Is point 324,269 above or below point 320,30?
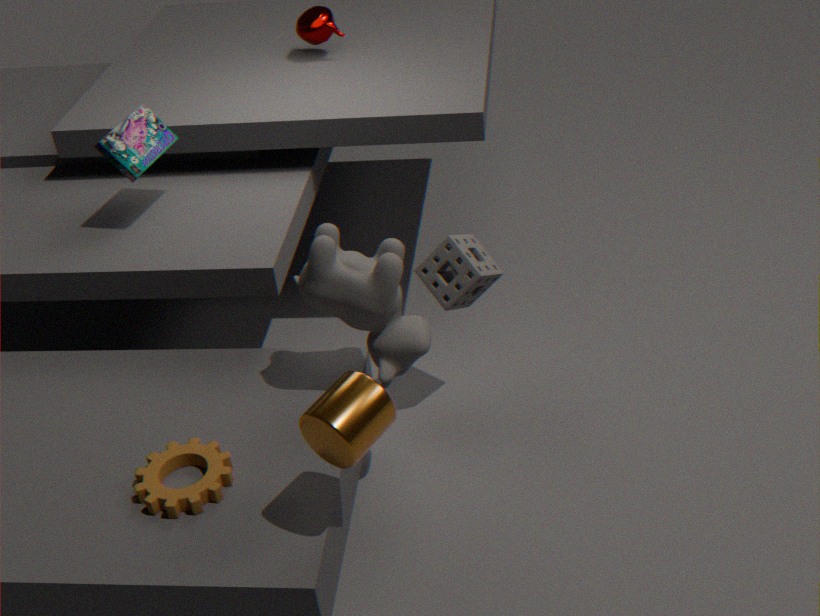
below
